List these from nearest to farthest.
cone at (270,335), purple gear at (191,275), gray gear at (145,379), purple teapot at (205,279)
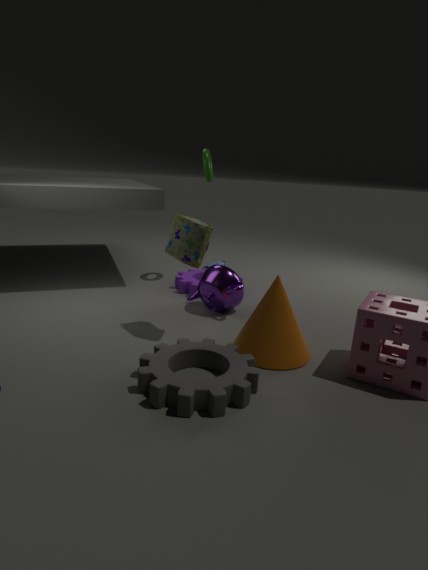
gray gear at (145,379) < cone at (270,335) < purple teapot at (205,279) < purple gear at (191,275)
